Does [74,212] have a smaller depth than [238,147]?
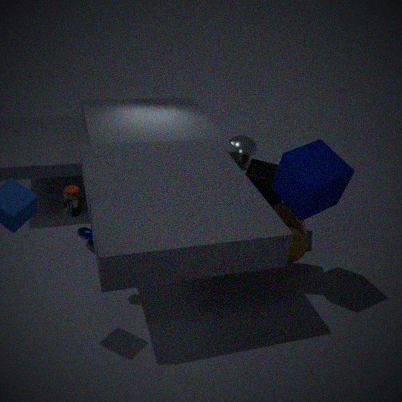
Yes
